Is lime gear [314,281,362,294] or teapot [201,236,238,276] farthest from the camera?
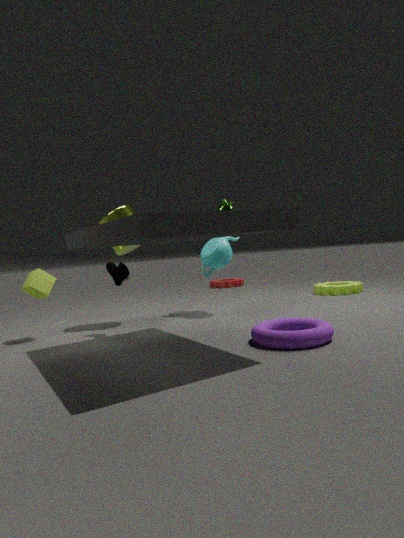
lime gear [314,281,362,294]
